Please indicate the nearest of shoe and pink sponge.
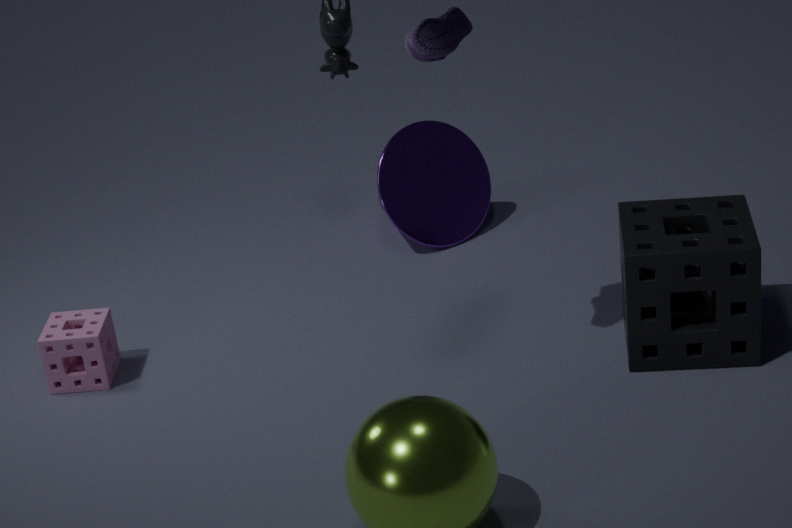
shoe
